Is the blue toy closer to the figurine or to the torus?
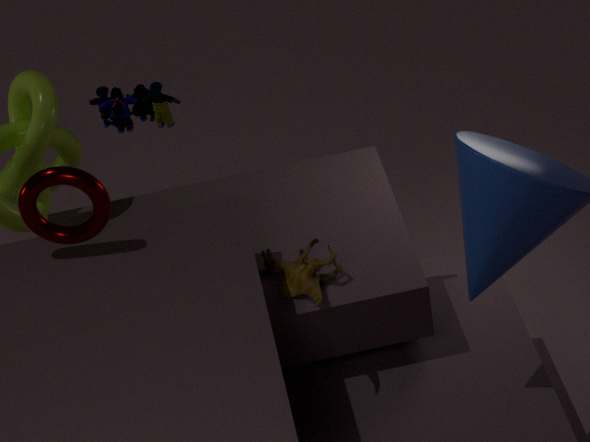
the figurine
